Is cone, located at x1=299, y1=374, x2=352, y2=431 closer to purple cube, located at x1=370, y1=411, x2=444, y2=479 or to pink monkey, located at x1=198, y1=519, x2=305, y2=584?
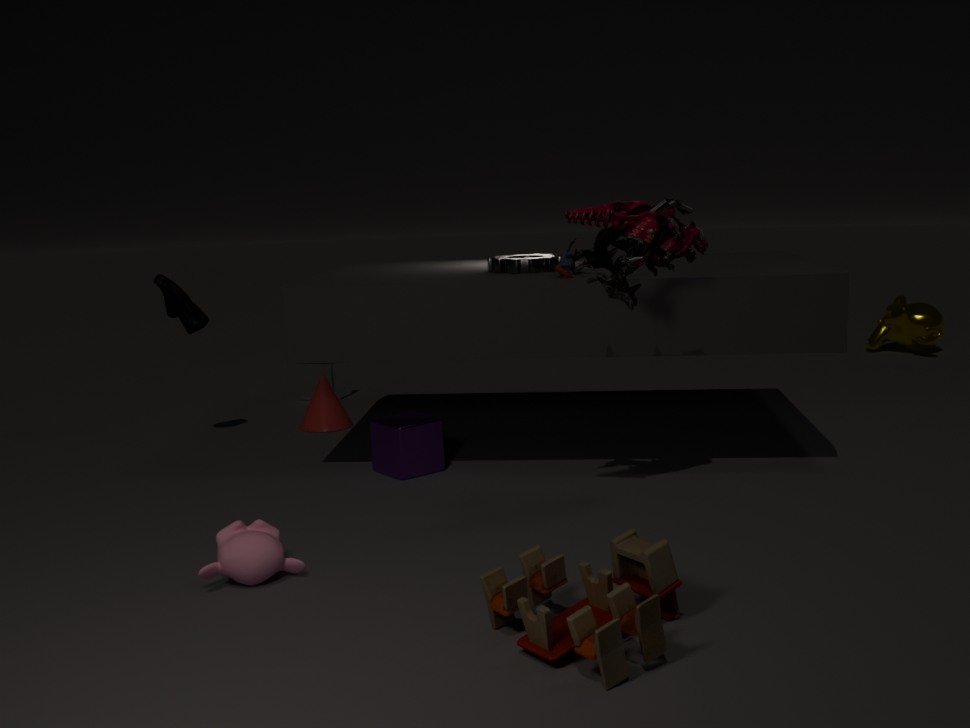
purple cube, located at x1=370, y1=411, x2=444, y2=479
